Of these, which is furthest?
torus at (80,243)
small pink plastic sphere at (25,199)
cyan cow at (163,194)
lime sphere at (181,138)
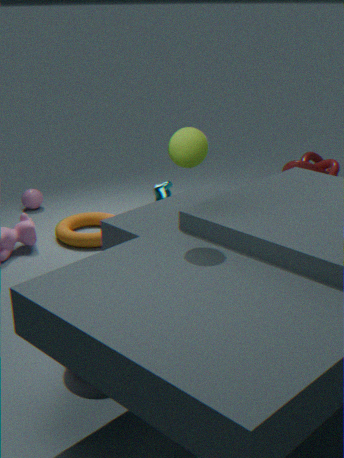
small pink plastic sphere at (25,199)
